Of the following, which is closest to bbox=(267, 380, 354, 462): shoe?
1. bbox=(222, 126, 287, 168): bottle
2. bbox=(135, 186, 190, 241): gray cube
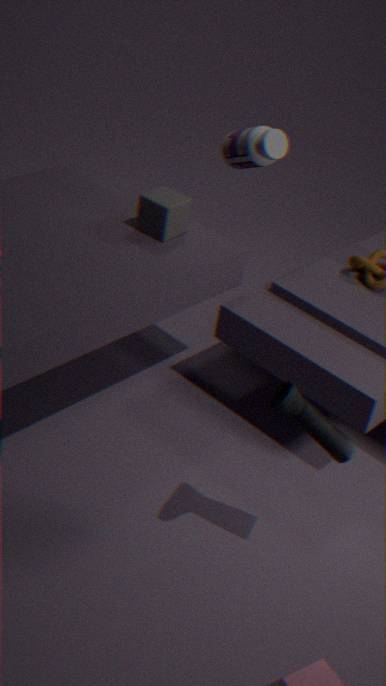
bbox=(135, 186, 190, 241): gray cube
